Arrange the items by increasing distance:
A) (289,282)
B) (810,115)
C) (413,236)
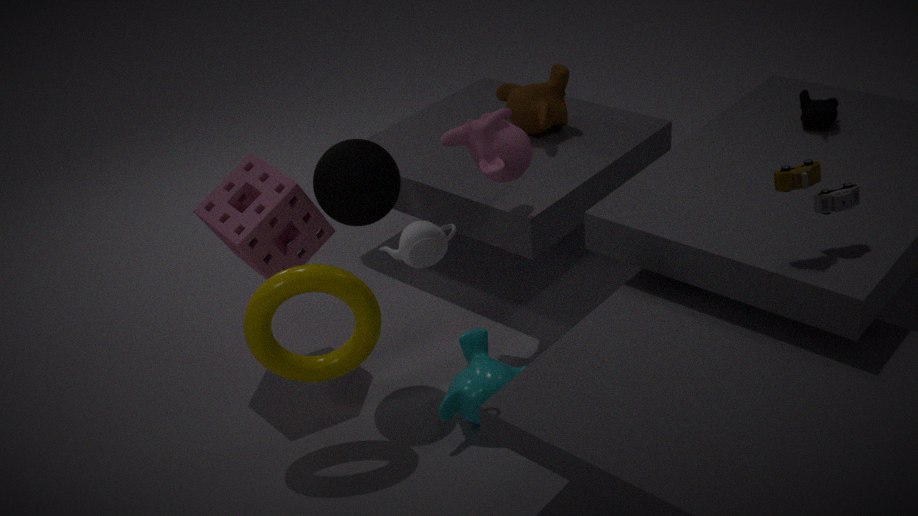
(413,236) < (289,282) < (810,115)
